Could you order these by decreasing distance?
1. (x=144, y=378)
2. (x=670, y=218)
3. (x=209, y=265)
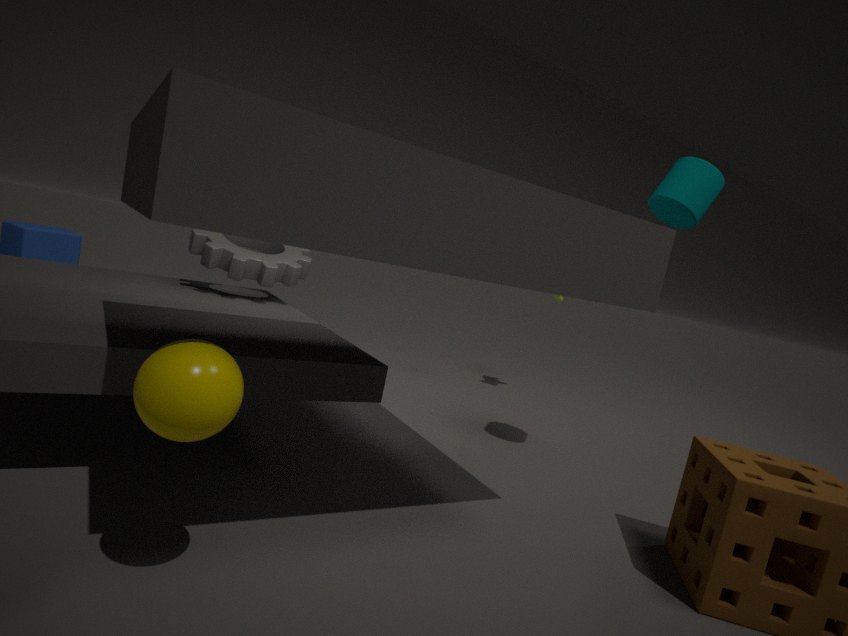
(x=209, y=265)
(x=670, y=218)
(x=144, y=378)
